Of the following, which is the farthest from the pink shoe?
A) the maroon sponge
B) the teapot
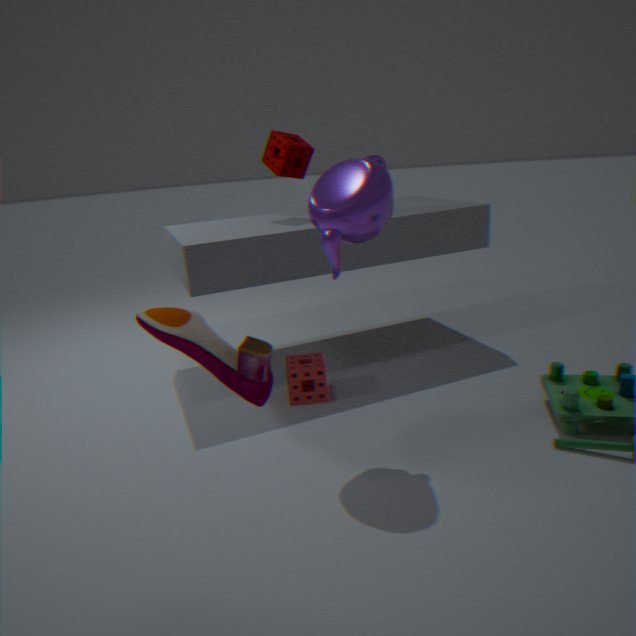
the maroon sponge
